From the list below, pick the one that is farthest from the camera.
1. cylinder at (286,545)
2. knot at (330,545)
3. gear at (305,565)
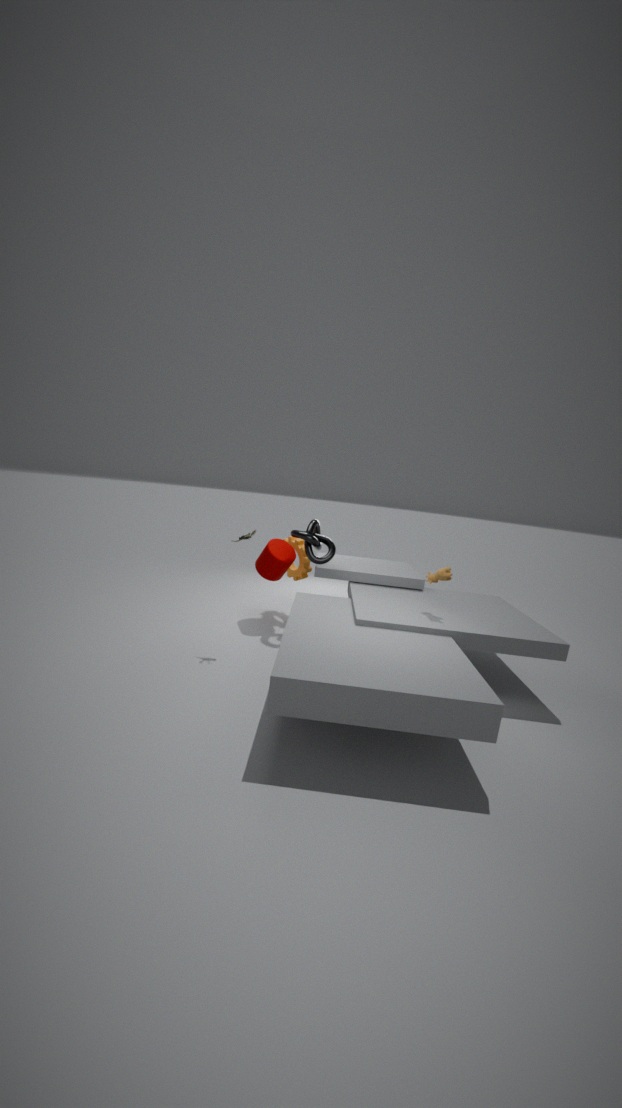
gear at (305,565)
